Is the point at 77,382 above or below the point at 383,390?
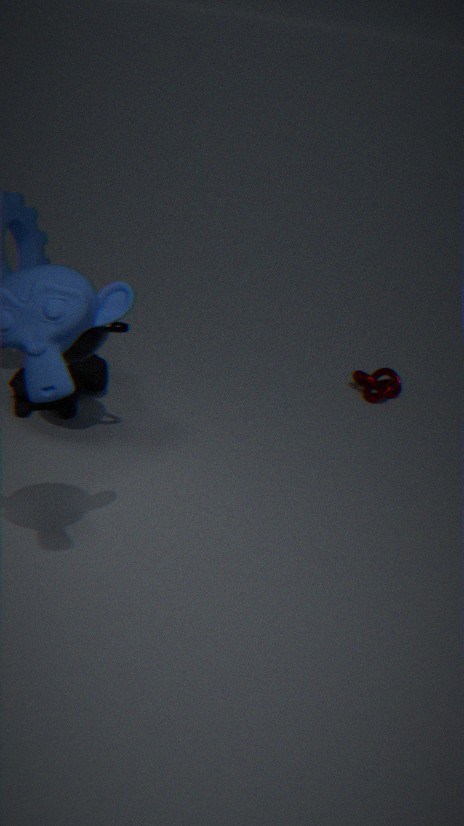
above
